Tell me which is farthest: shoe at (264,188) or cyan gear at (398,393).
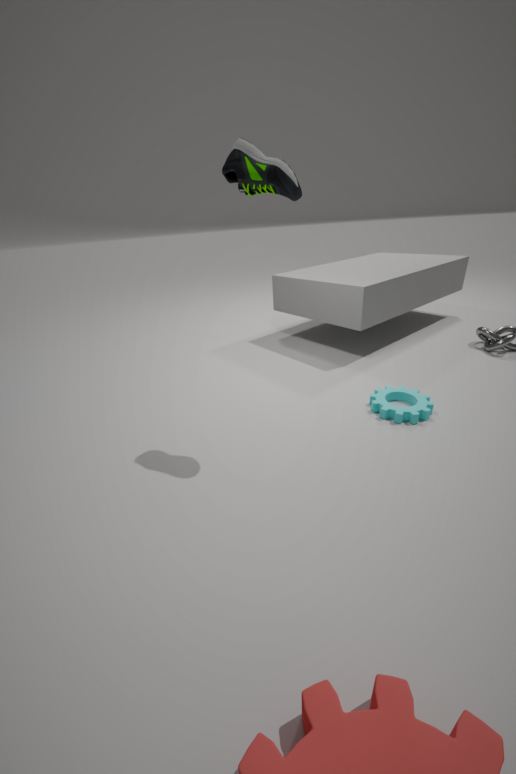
cyan gear at (398,393)
